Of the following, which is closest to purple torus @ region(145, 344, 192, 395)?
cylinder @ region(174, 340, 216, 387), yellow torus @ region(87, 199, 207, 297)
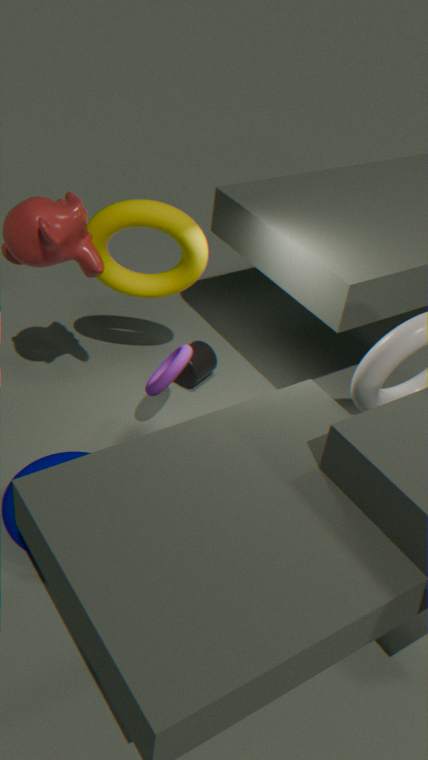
yellow torus @ region(87, 199, 207, 297)
